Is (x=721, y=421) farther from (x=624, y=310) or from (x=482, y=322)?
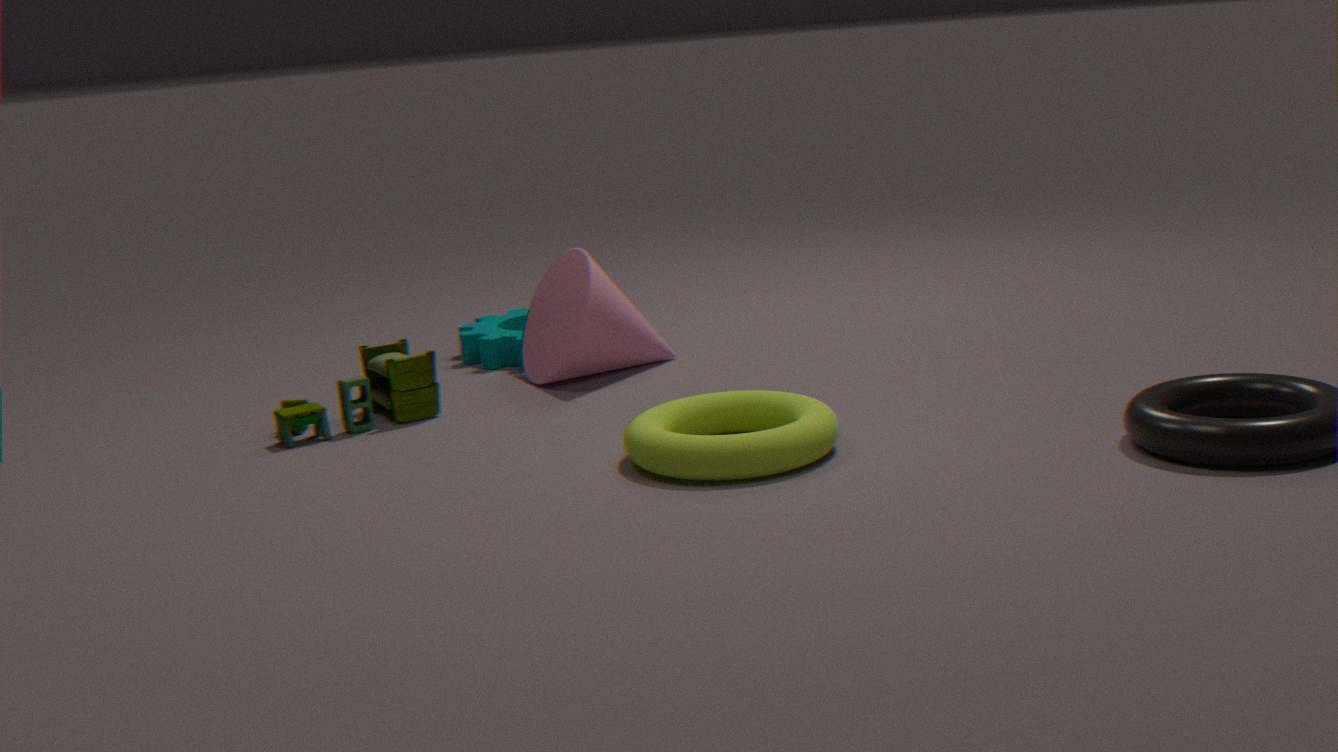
(x=482, y=322)
